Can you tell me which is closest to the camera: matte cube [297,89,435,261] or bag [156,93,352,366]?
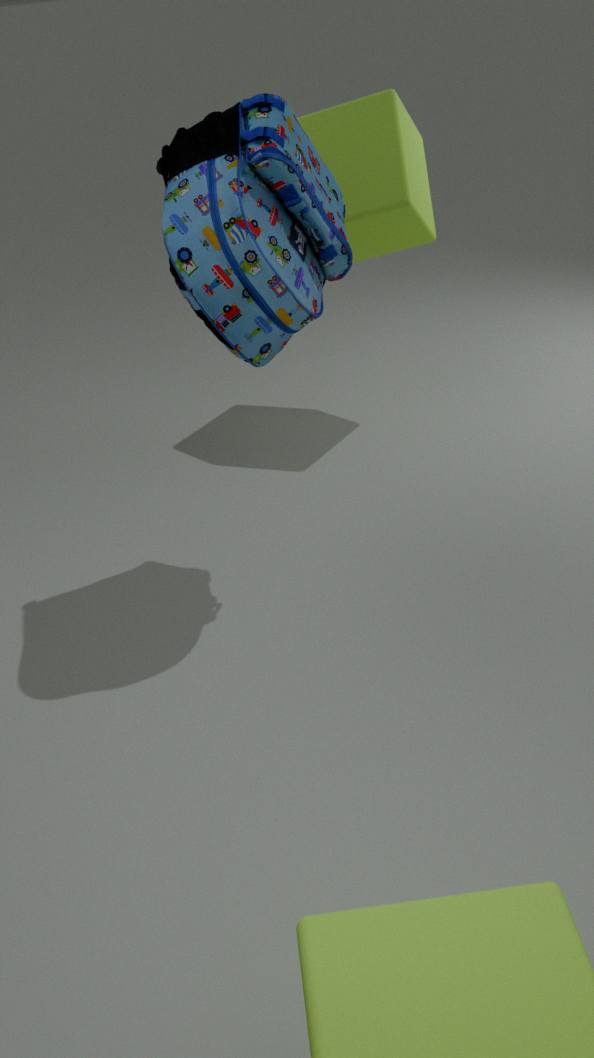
bag [156,93,352,366]
